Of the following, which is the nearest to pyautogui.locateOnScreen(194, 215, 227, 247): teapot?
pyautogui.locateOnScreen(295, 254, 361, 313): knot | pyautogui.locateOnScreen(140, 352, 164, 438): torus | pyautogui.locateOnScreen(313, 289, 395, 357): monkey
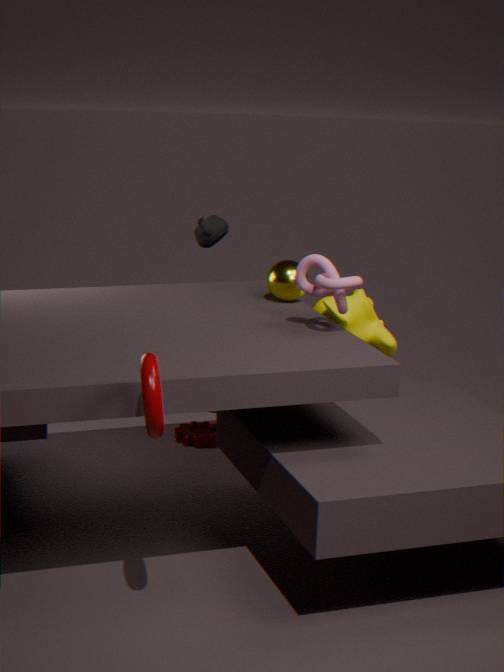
pyautogui.locateOnScreen(313, 289, 395, 357): monkey
